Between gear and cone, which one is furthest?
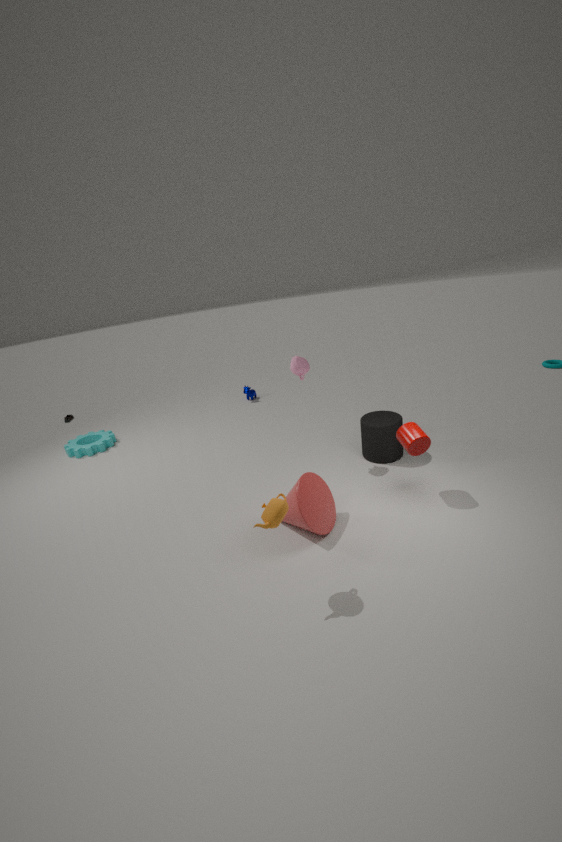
gear
